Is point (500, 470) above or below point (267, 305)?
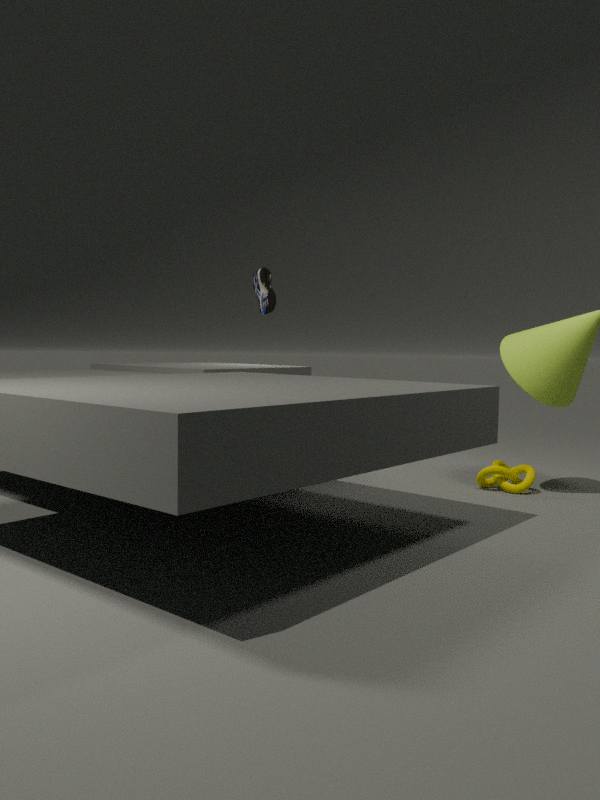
below
